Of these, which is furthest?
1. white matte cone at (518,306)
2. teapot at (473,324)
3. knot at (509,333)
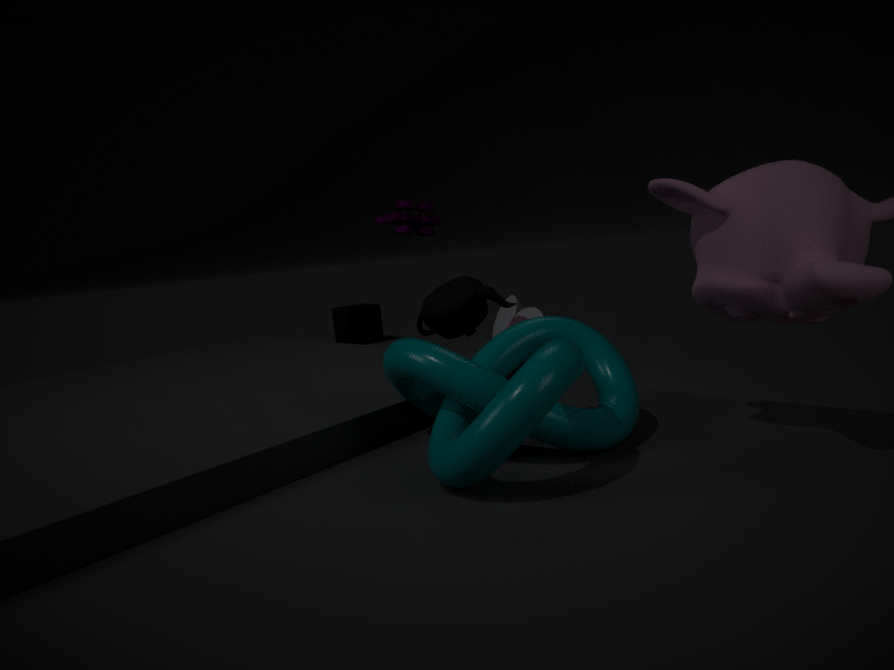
white matte cone at (518,306)
